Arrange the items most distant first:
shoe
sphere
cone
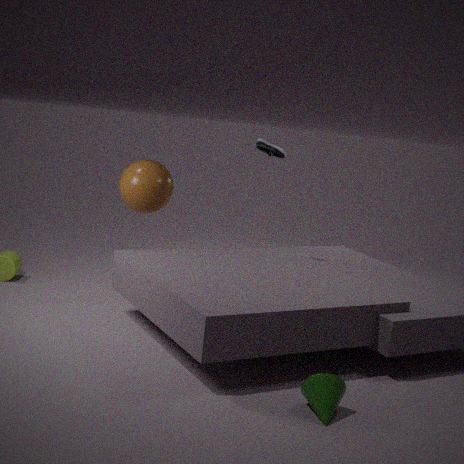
shoe < sphere < cone
